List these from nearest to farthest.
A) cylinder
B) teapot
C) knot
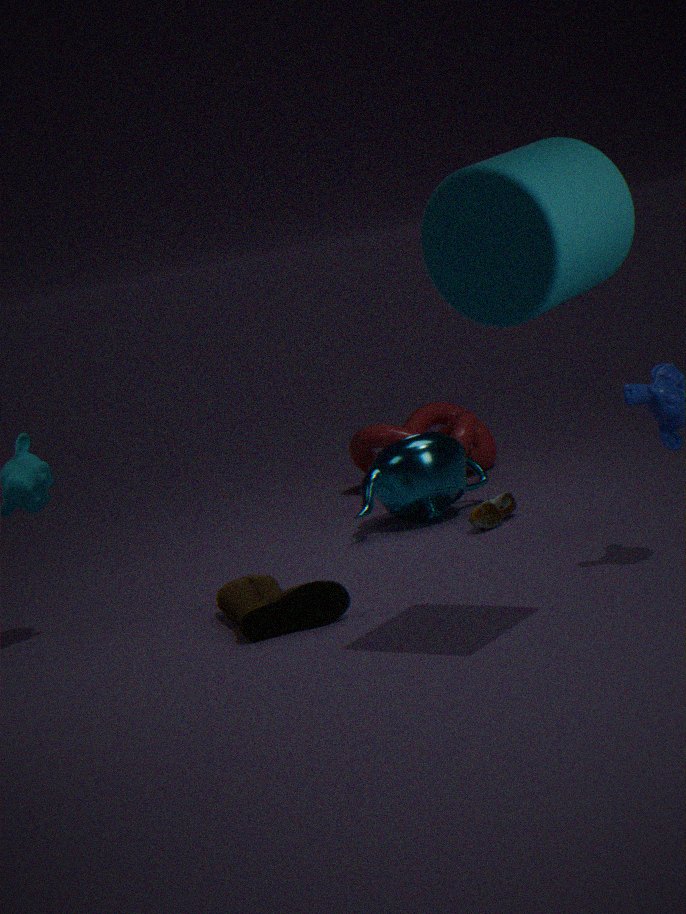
cylinder < teapot < knot
